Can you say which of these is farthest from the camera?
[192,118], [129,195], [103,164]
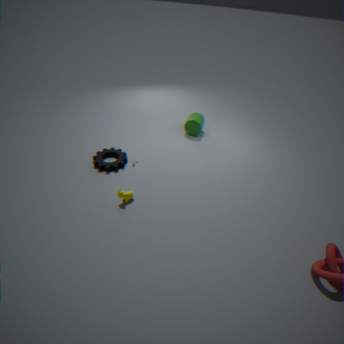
[192,118]
